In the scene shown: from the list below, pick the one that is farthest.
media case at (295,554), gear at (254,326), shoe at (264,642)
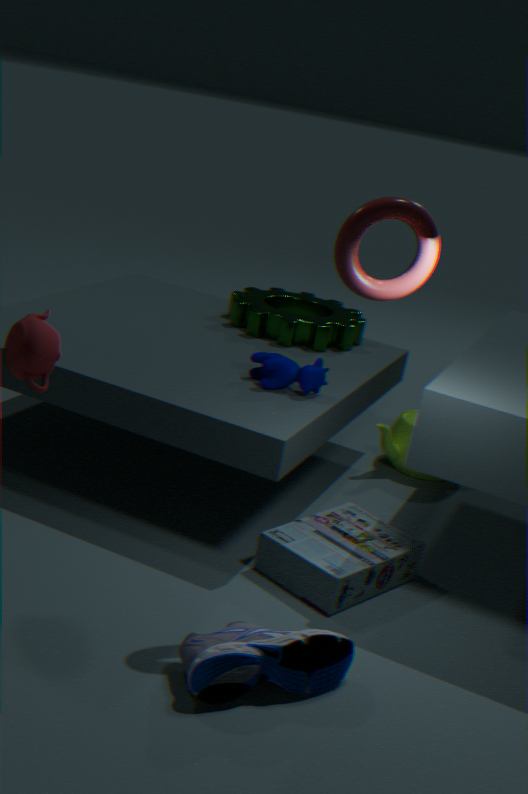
gear at (254,326)
